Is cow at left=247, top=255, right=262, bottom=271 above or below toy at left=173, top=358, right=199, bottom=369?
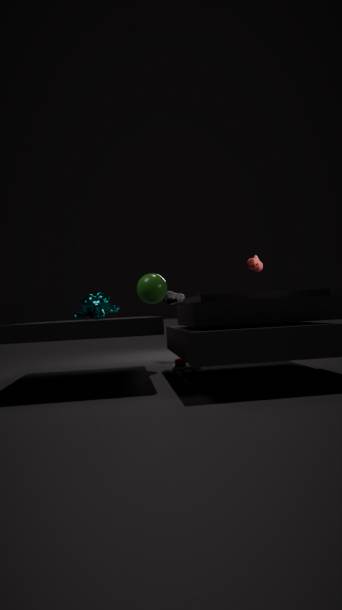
above
